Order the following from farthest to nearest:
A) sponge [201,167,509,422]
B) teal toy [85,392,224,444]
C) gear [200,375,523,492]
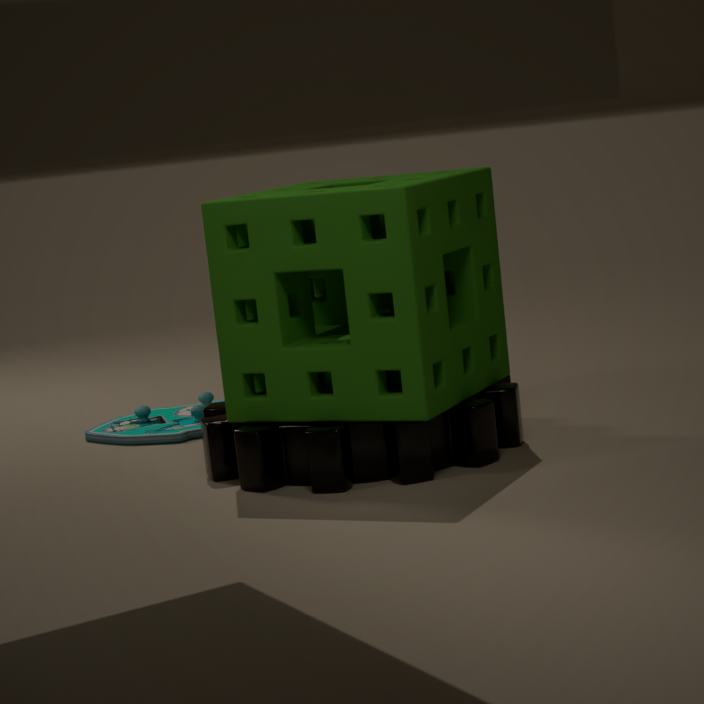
teal toy [85,392,224,444], gear [200,375,523,492], sponge [201,167,509,422]
